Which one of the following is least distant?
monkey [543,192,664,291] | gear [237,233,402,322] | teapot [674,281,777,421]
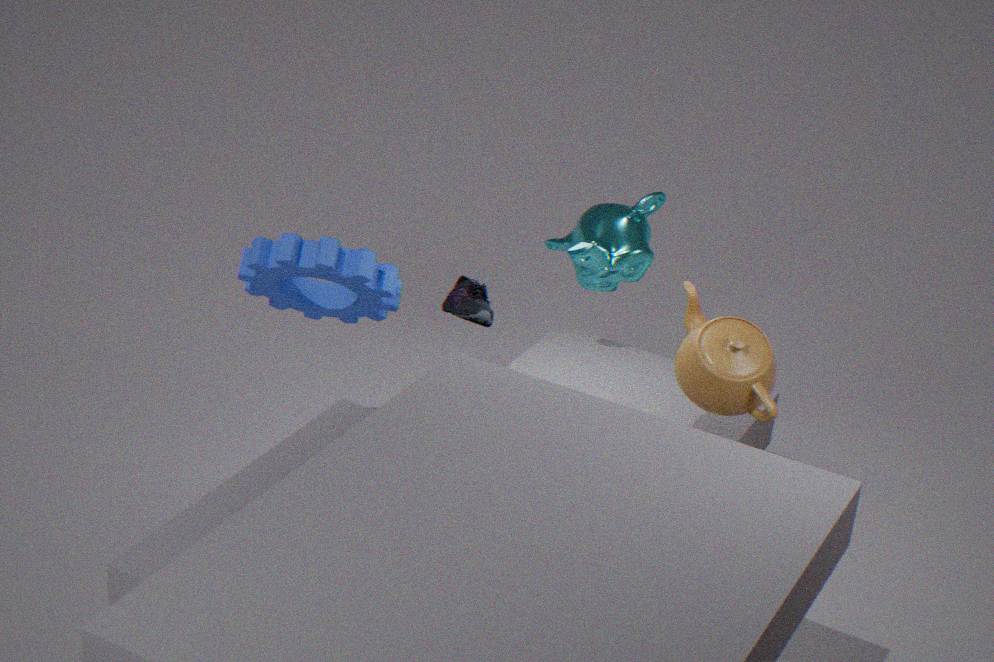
teapot [674,281,777,421]
